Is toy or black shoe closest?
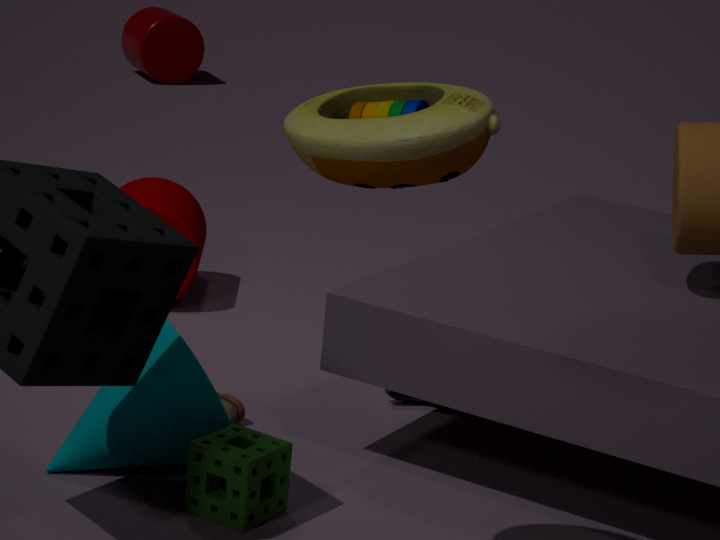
toy
